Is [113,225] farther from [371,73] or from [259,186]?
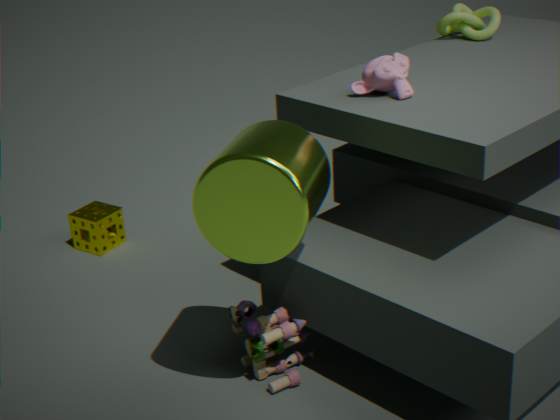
[371,73]
